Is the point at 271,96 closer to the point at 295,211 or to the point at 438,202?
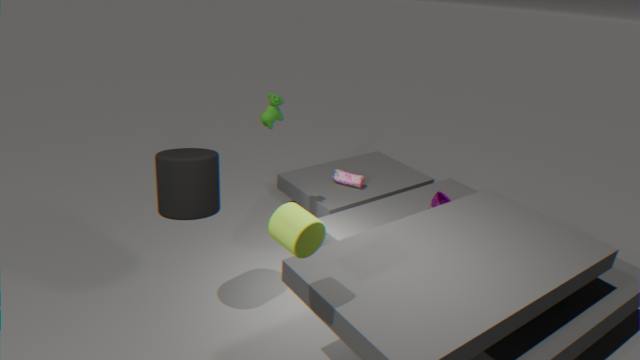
the point at 438,202
